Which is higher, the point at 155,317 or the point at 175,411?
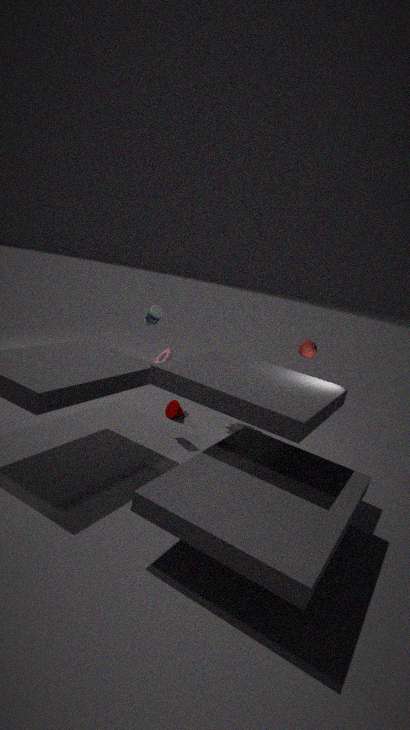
the point at 155,317
